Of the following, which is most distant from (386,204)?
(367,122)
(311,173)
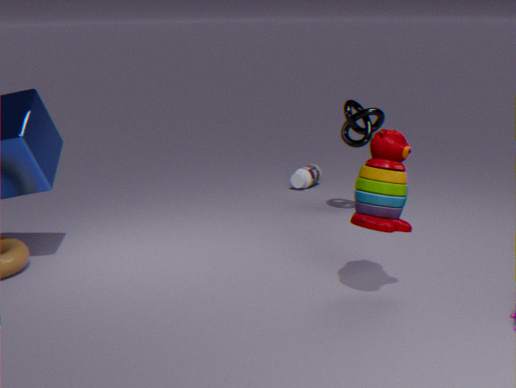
(311,173)
